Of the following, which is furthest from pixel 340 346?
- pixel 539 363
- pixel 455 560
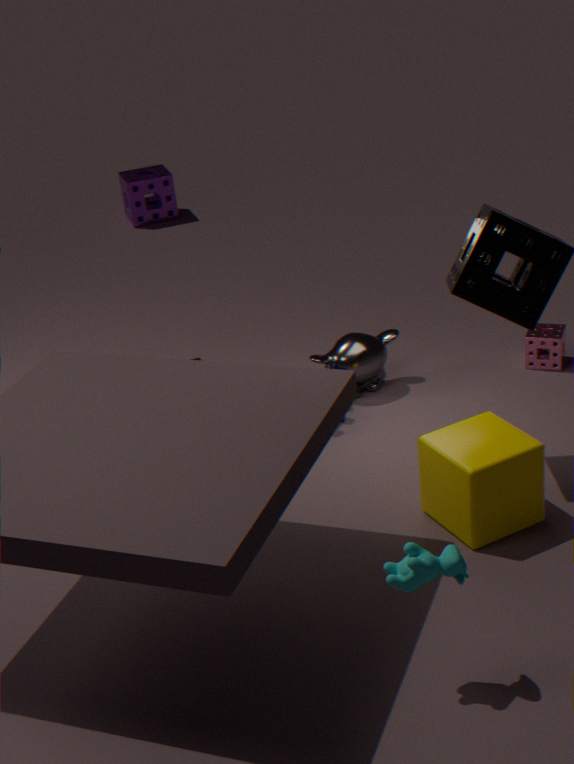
pixel 455 560
